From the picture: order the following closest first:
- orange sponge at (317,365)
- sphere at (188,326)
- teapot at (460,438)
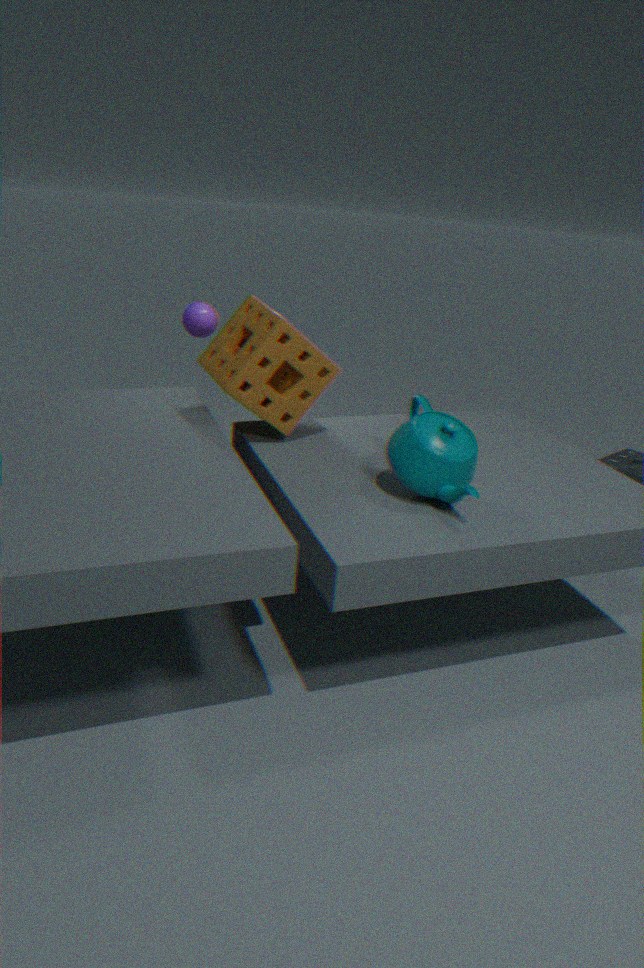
teapot at (460,438), orange sponge at (317,365), sphere at (188,326)
